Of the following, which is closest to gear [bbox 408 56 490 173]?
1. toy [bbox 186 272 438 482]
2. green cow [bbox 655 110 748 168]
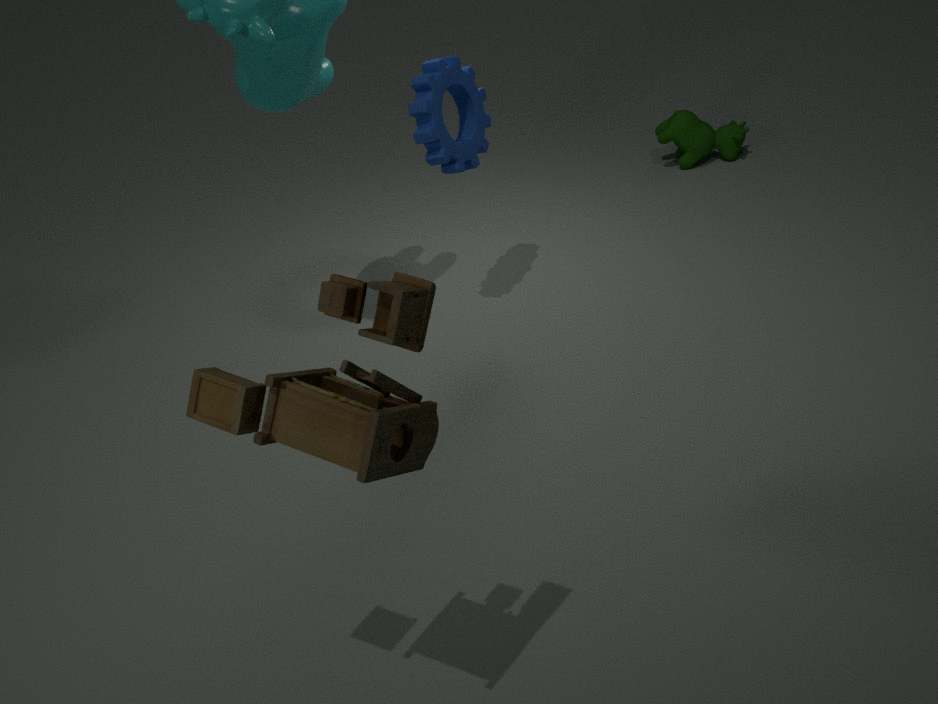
green cow [bbox 655 110 748 168]
